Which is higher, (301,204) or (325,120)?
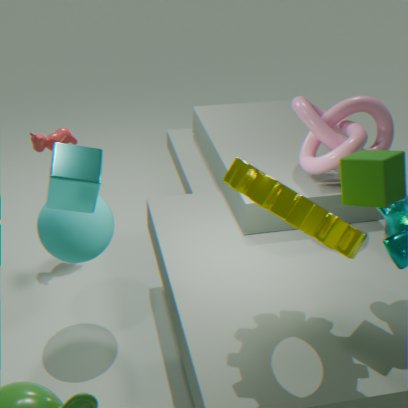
(301,204)
